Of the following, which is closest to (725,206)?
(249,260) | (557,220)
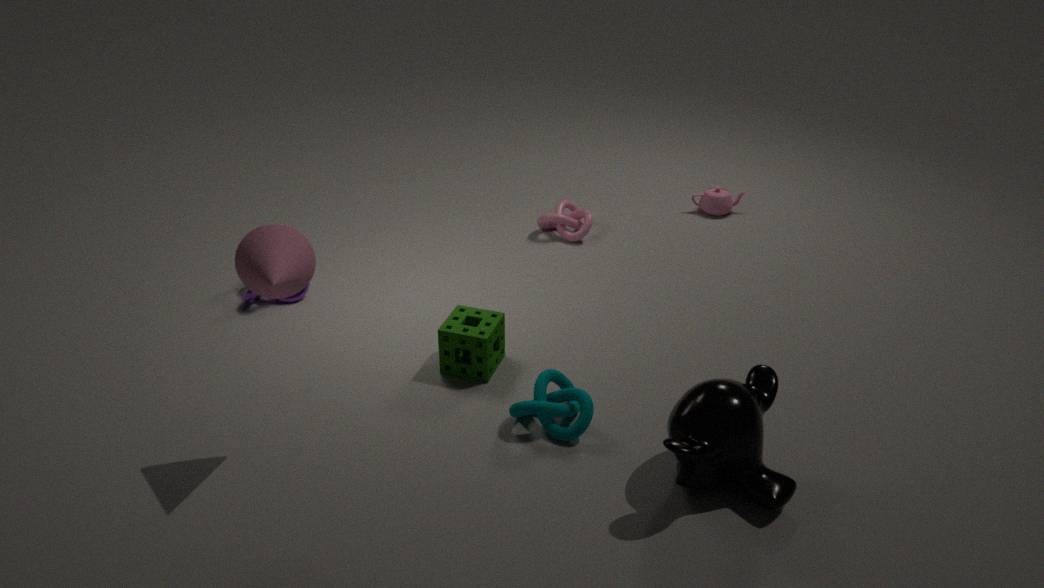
(557,220)
